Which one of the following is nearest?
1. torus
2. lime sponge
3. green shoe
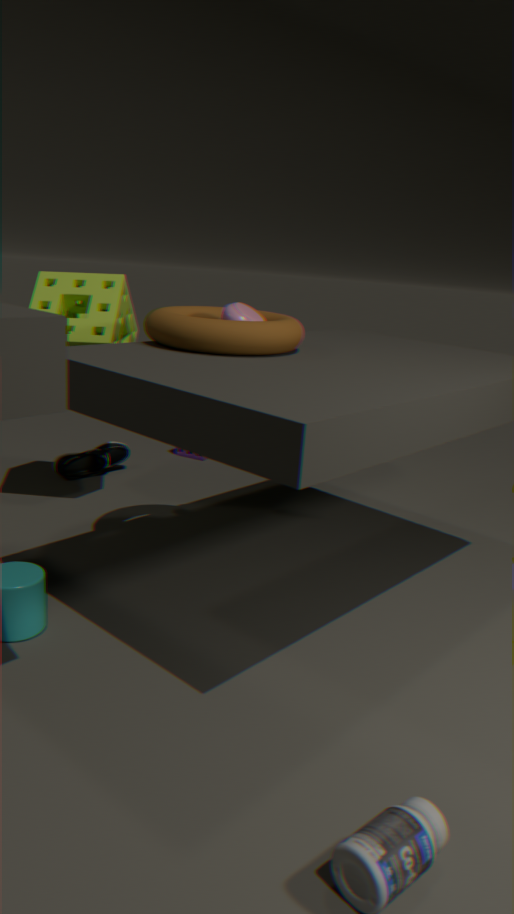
torus
